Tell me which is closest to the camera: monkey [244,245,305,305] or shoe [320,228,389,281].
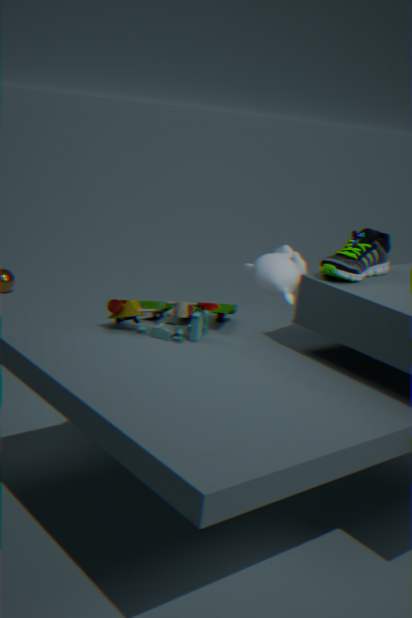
shoe [320,228,389,281]
